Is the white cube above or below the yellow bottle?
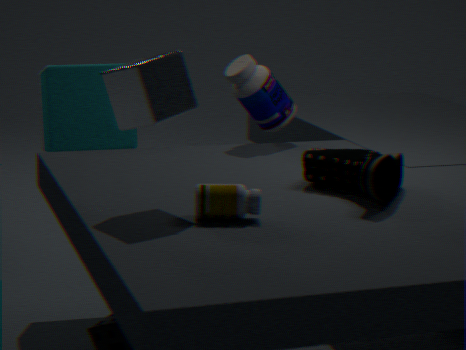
above
